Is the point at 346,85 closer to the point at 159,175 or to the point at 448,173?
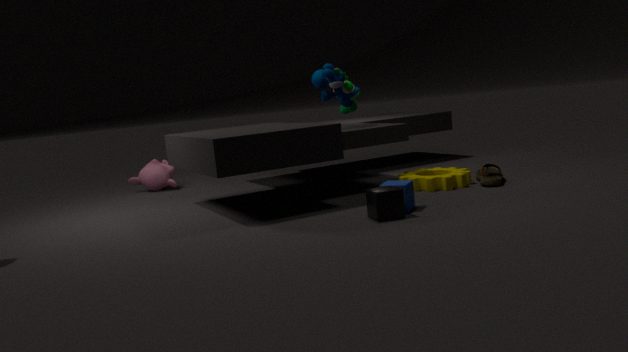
the point at 448,173
